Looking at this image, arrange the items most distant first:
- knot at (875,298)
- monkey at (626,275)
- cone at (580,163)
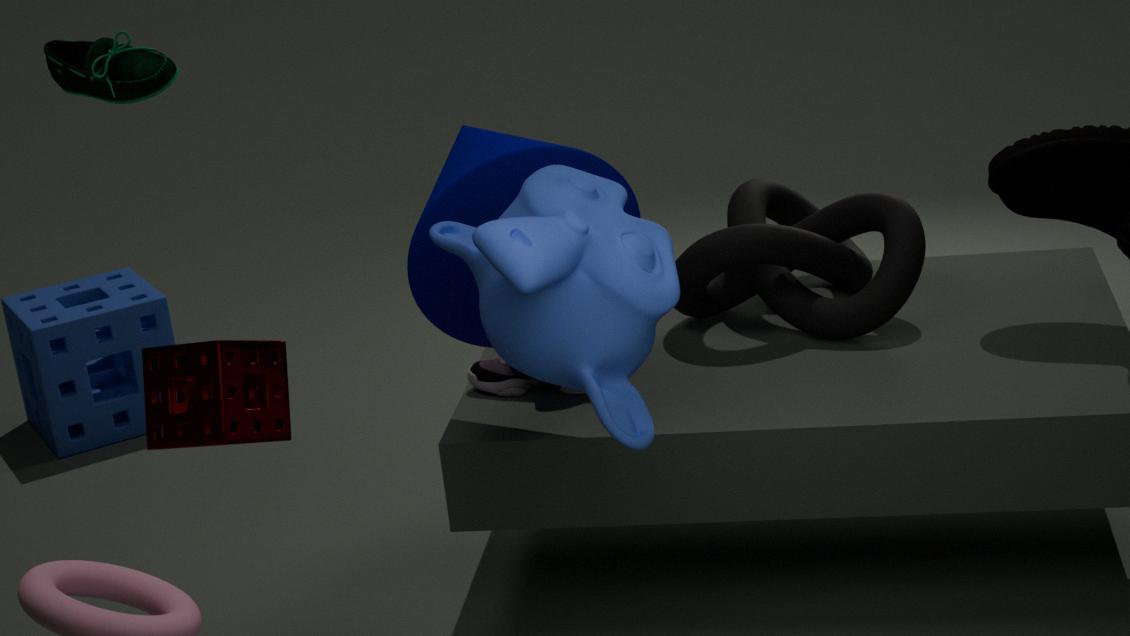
knot at (875,298) → cone at (580,163) → monkey at (626,275)
